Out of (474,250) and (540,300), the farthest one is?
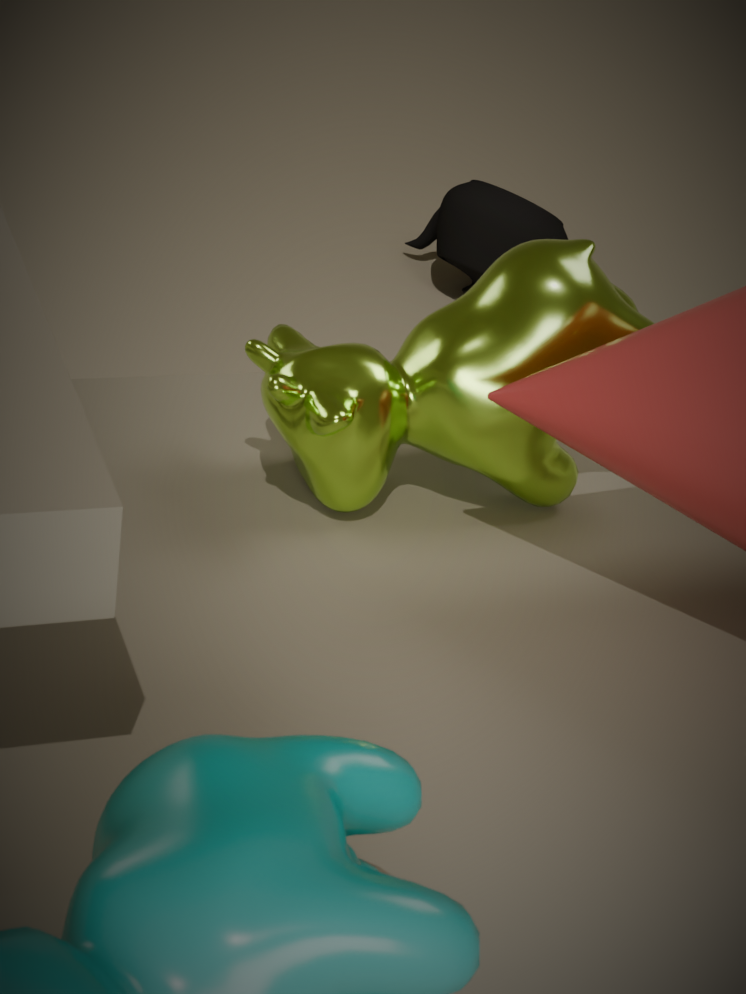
(474,250)
